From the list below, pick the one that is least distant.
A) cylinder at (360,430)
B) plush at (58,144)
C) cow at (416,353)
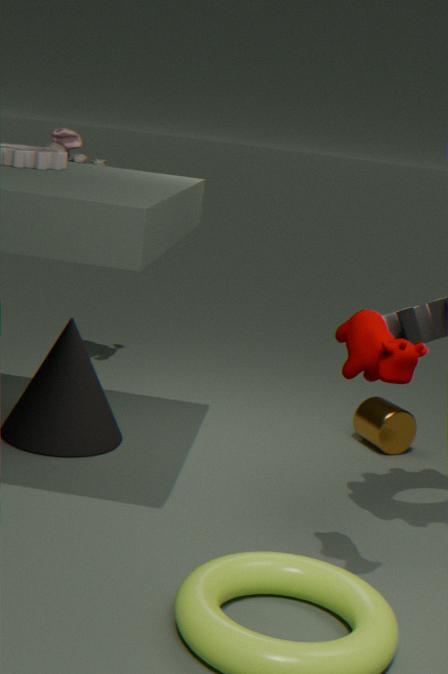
cow at (416,353)
